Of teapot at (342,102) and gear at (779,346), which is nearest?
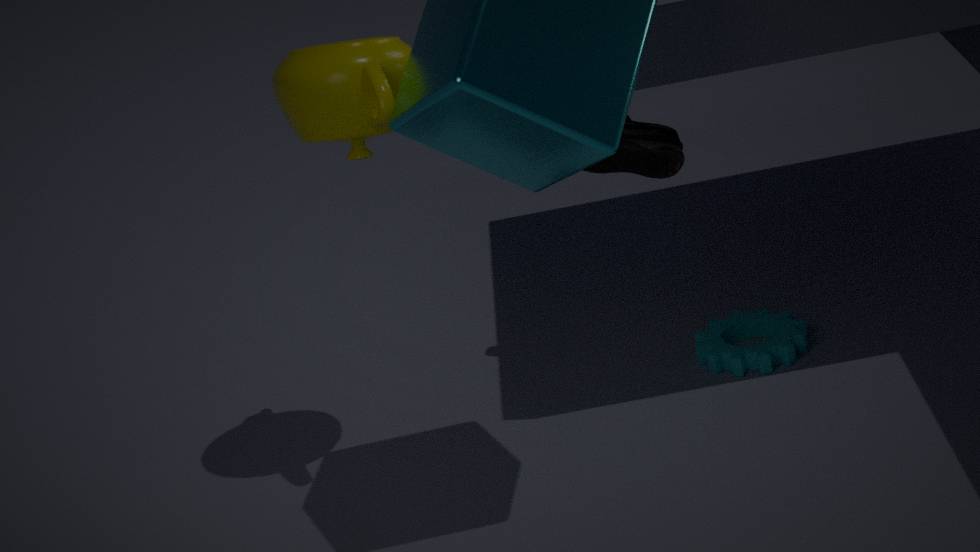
teapot at (342,102)
